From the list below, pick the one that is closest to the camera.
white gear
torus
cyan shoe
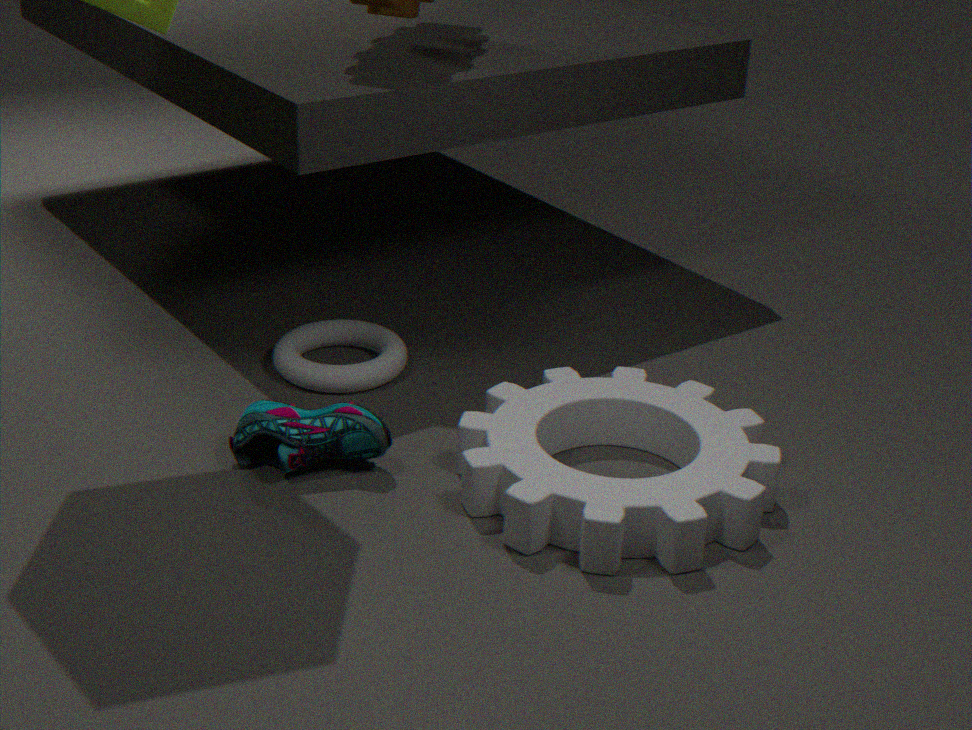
white gear
